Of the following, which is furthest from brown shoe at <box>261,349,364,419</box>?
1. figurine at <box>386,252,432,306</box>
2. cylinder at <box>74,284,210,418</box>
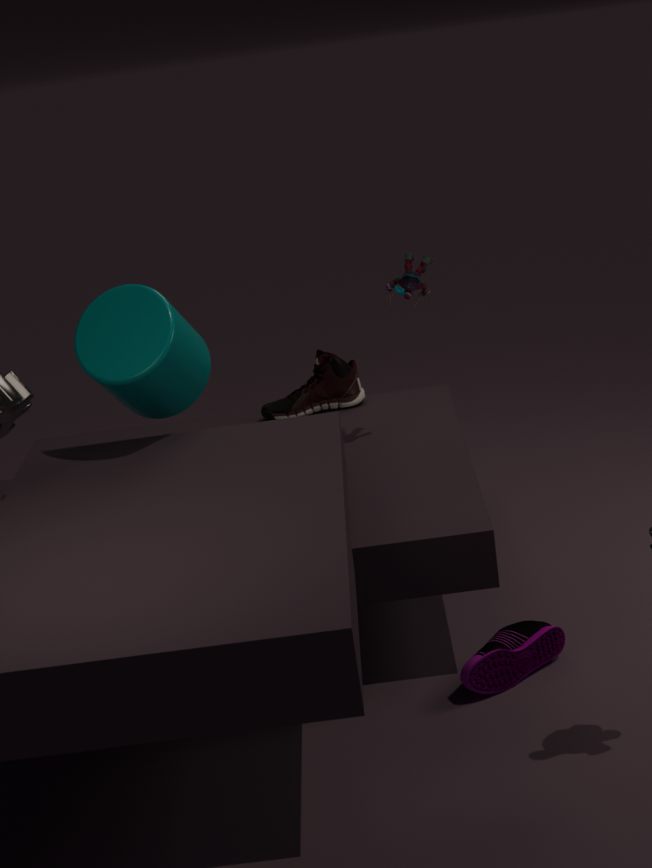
figurine at <box>386,252,432,306</box>
